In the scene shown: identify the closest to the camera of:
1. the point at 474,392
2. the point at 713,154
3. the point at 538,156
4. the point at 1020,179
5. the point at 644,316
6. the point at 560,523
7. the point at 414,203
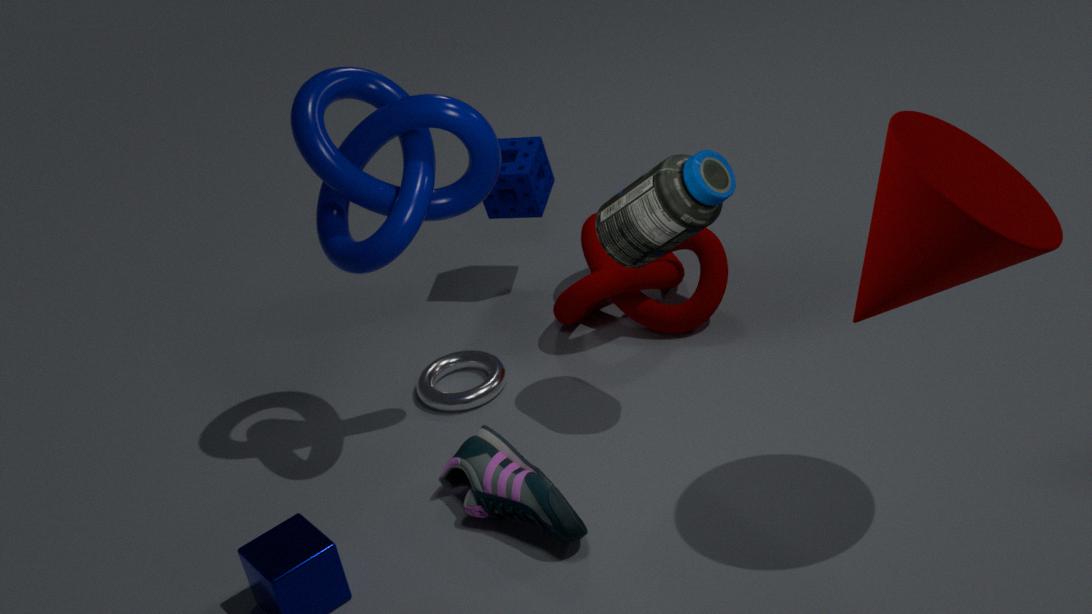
the point at 1020,179
